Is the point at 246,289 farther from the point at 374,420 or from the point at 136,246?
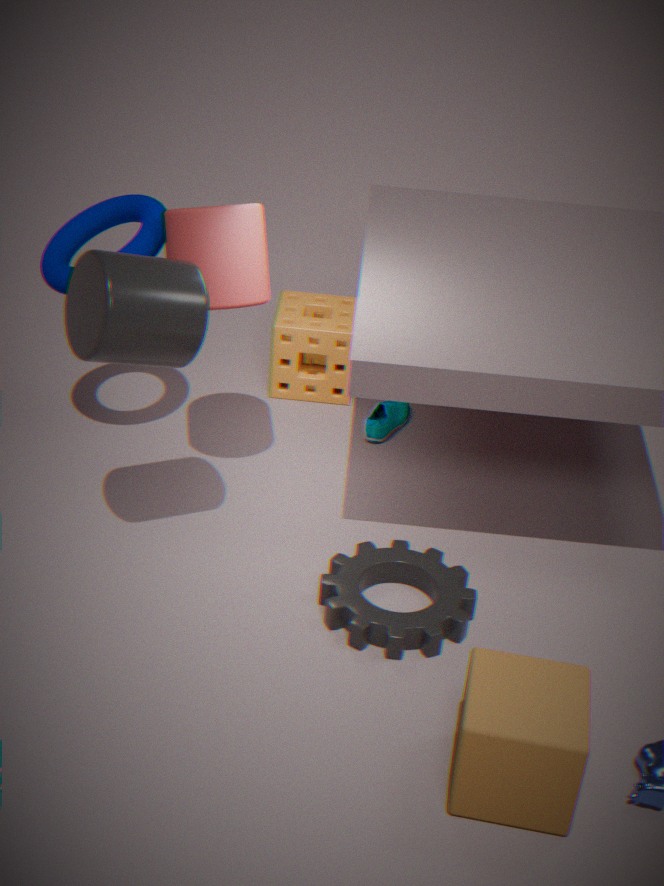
the point at 374,420
